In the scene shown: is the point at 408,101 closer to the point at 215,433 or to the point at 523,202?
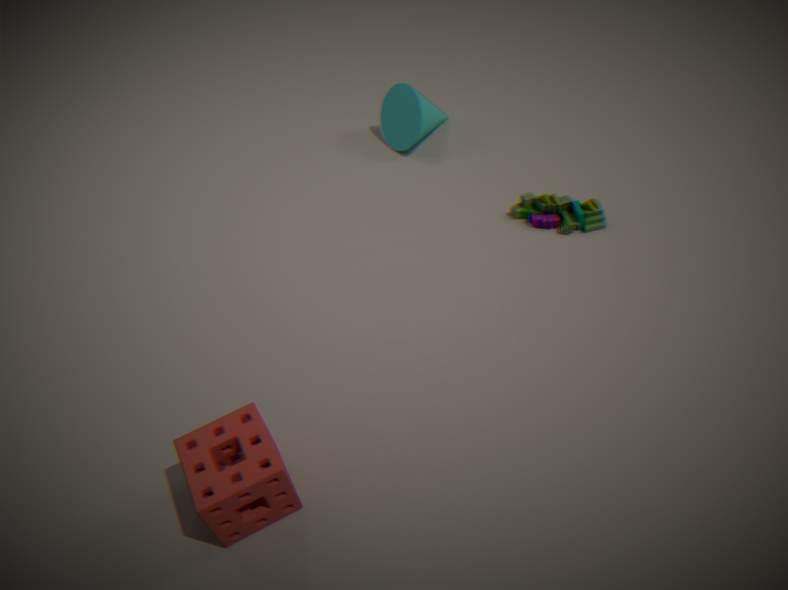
the point at 523,202
